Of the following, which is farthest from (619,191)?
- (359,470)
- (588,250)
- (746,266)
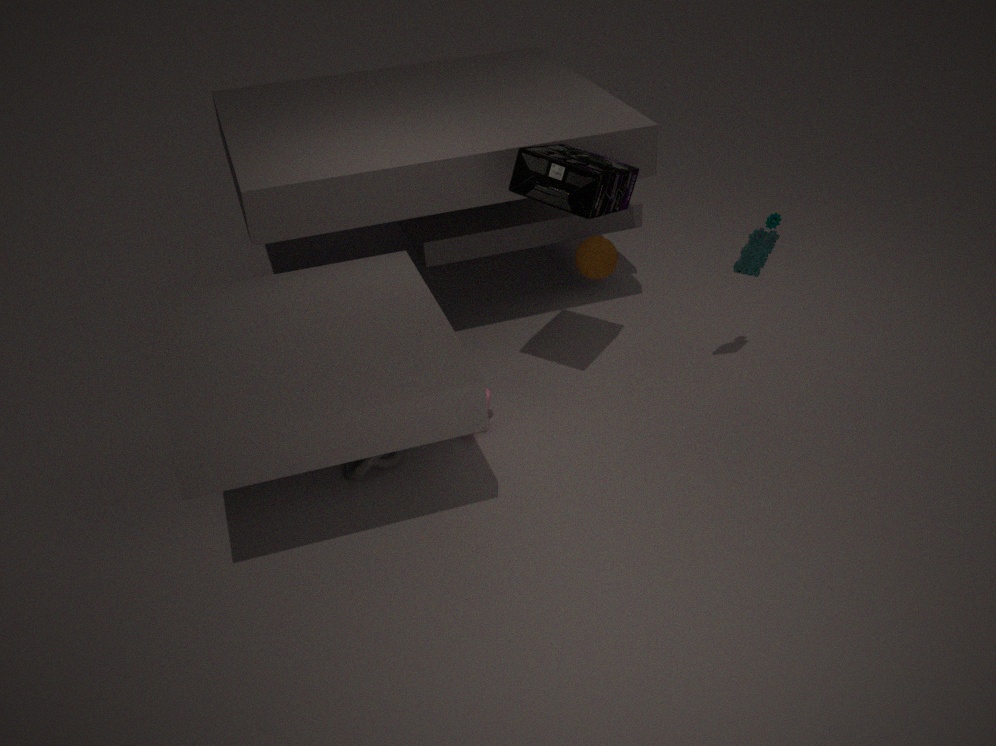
(359,470)
